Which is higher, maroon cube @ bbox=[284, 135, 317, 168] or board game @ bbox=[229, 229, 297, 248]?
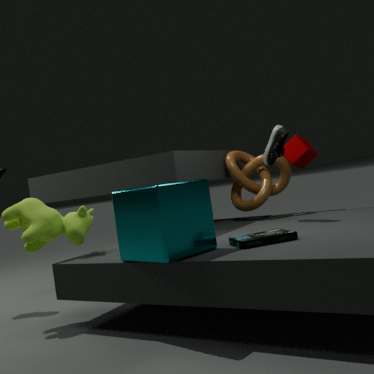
maroon cube @ bbox=[284, 135, 317, 168]
